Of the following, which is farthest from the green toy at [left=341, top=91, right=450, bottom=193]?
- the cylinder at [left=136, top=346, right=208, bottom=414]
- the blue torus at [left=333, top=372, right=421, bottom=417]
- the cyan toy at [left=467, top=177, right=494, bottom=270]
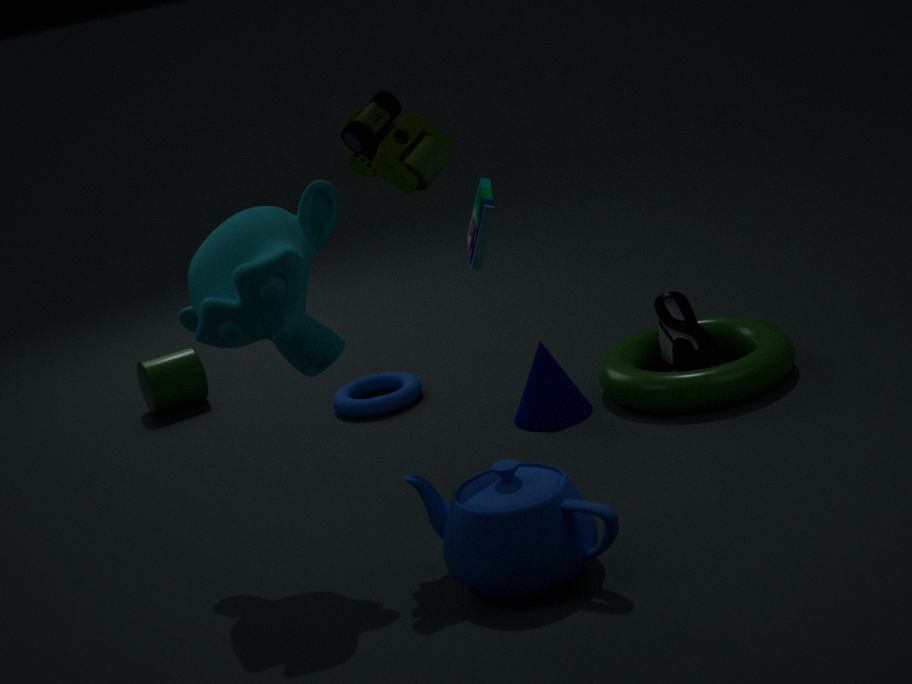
the cylinder at [left=136, top=346, right=208, bottom=414]
